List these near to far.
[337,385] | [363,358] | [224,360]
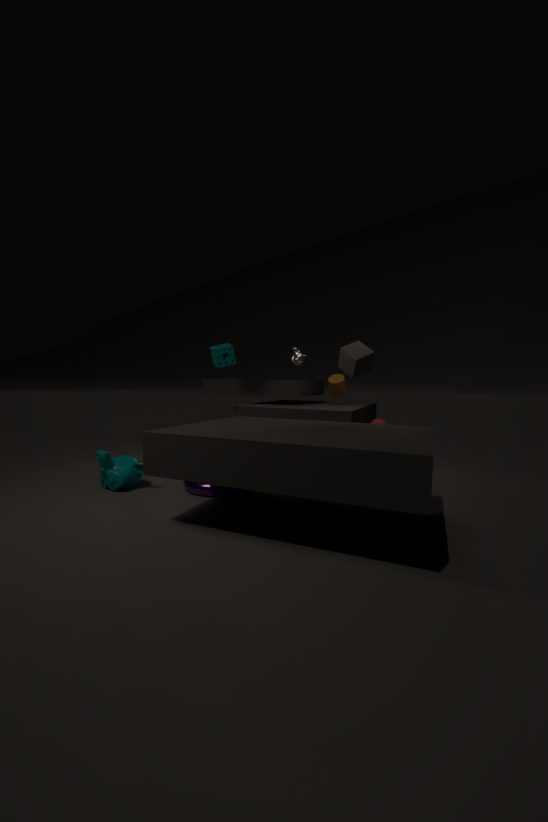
1. [363,358]
2. [224,360]
3. [337,385]
